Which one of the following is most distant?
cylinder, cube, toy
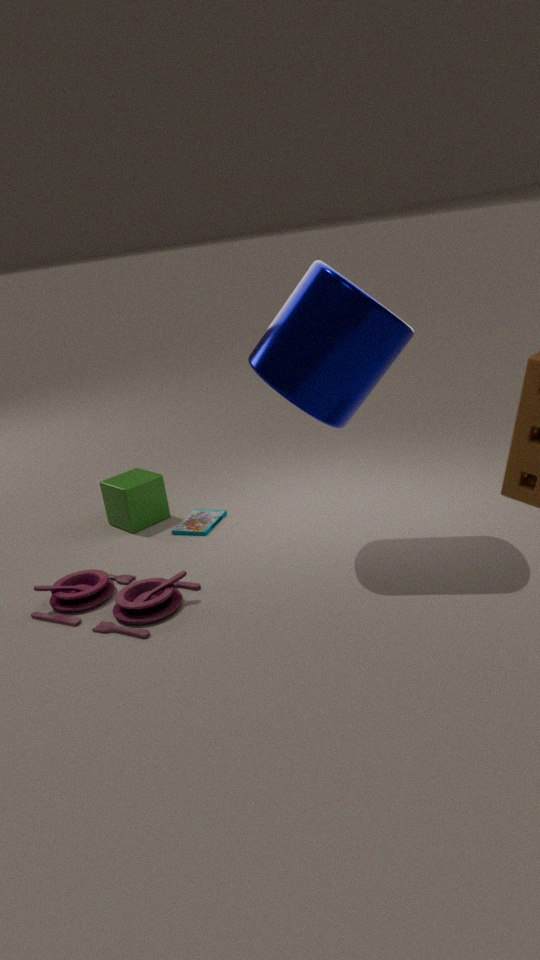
cube
